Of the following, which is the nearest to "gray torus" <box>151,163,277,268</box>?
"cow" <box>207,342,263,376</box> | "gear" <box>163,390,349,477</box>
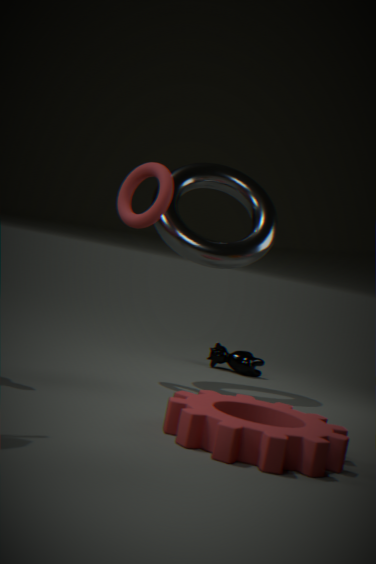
"cow" <box>207,342,263,376</box>
